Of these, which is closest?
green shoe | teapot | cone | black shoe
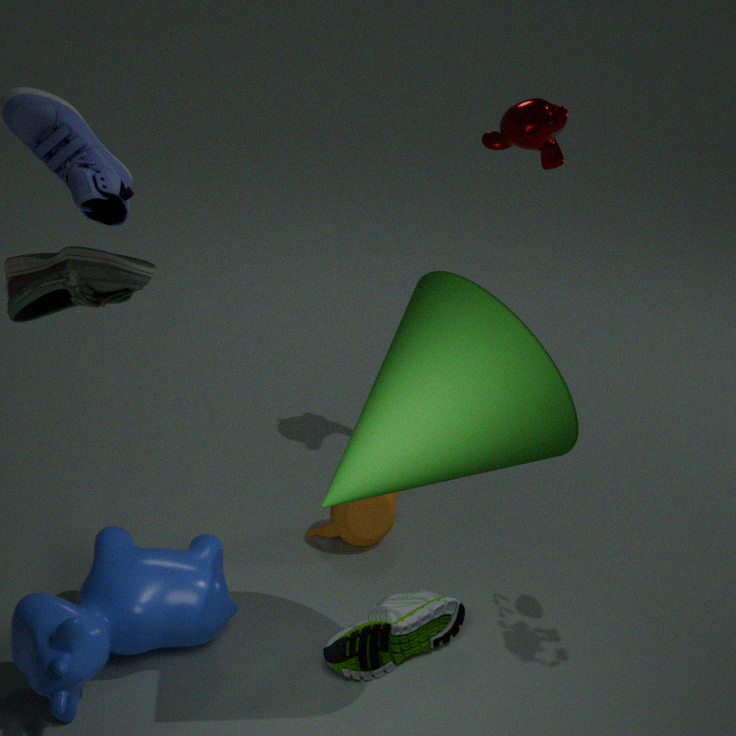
black shoe
